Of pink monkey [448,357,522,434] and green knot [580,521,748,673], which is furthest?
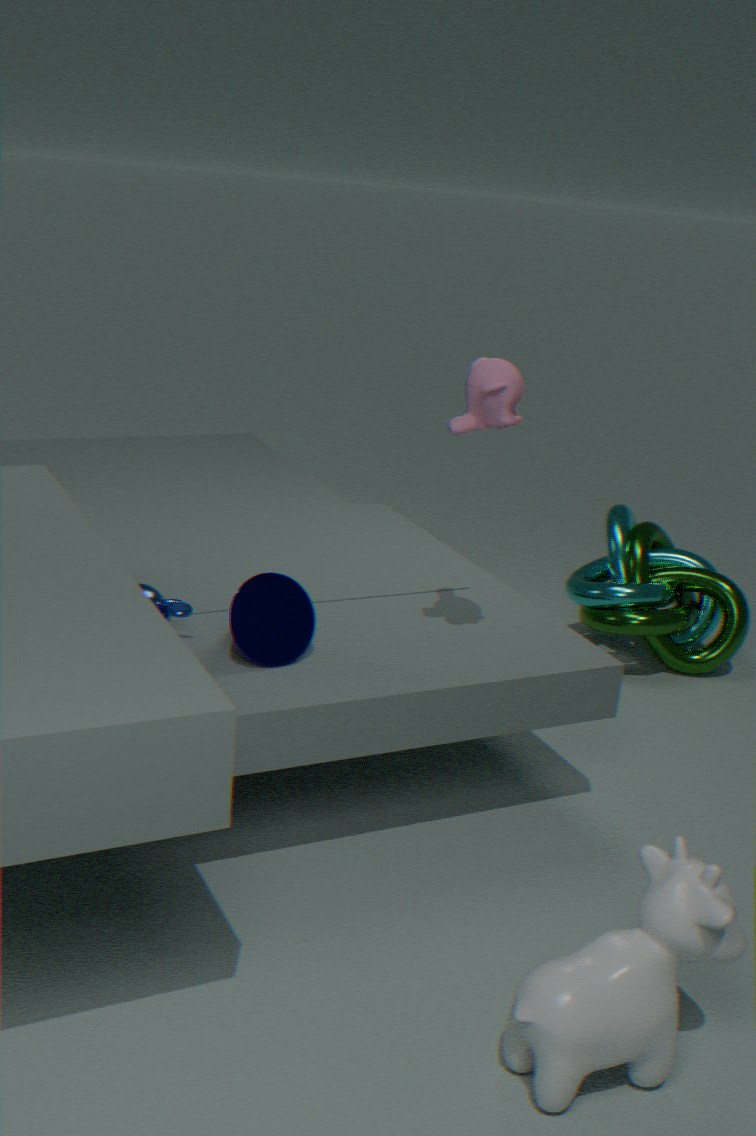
green knot [580,521,748,673]
